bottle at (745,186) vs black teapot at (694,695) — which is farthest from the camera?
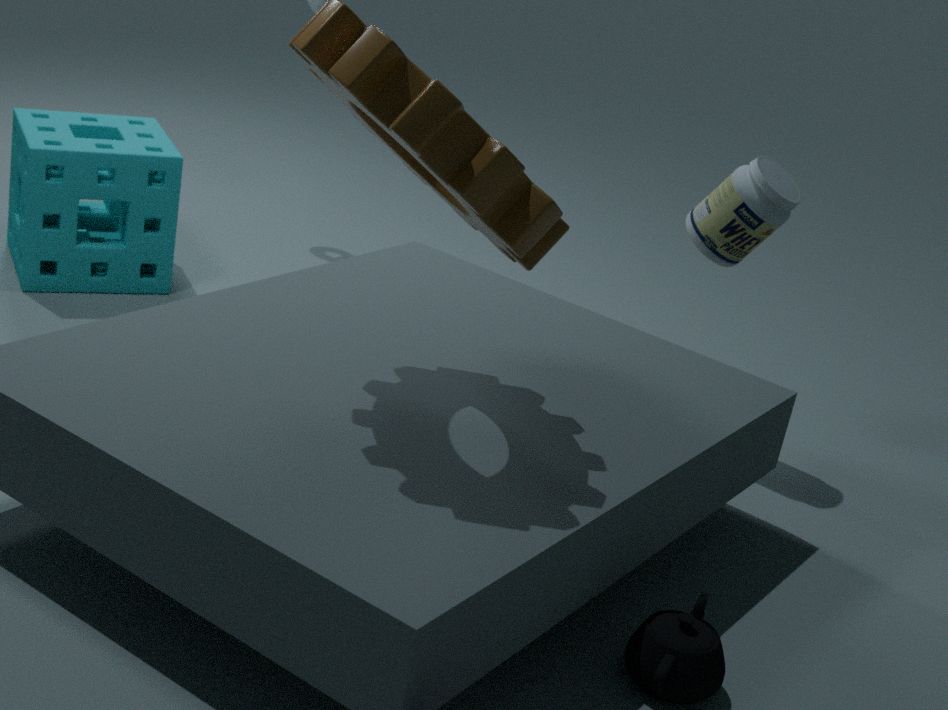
bottle at (745,186)
